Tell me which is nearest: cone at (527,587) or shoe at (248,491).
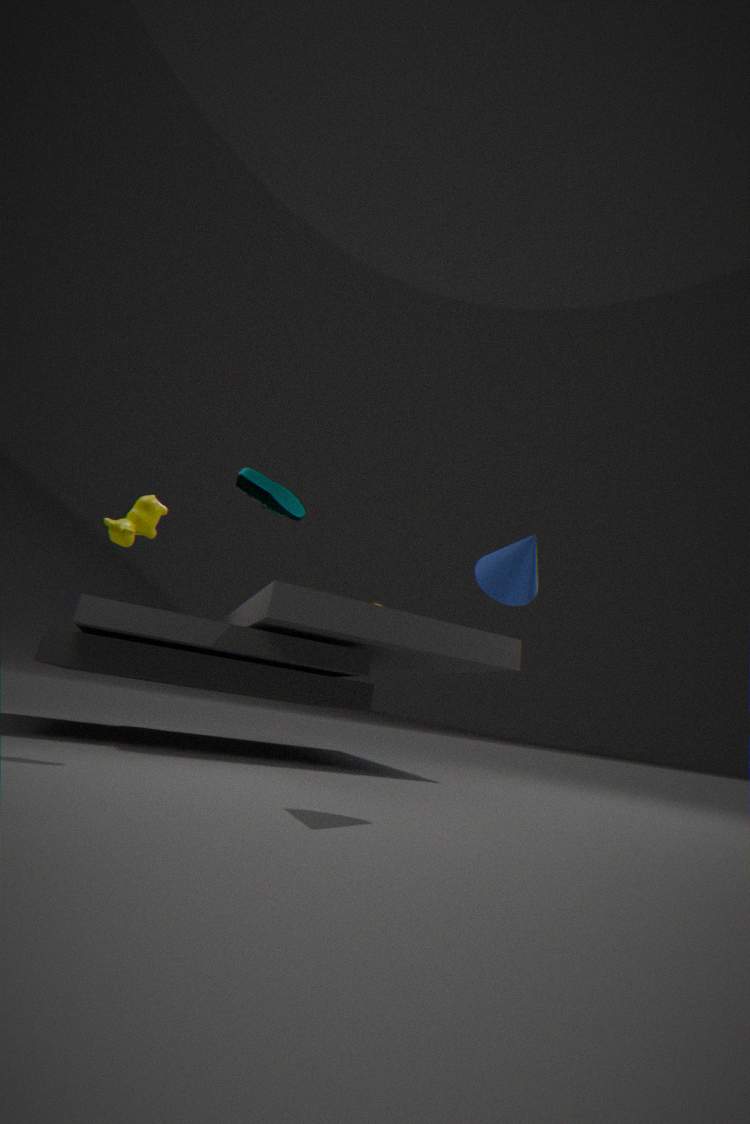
cone at (527,587)
